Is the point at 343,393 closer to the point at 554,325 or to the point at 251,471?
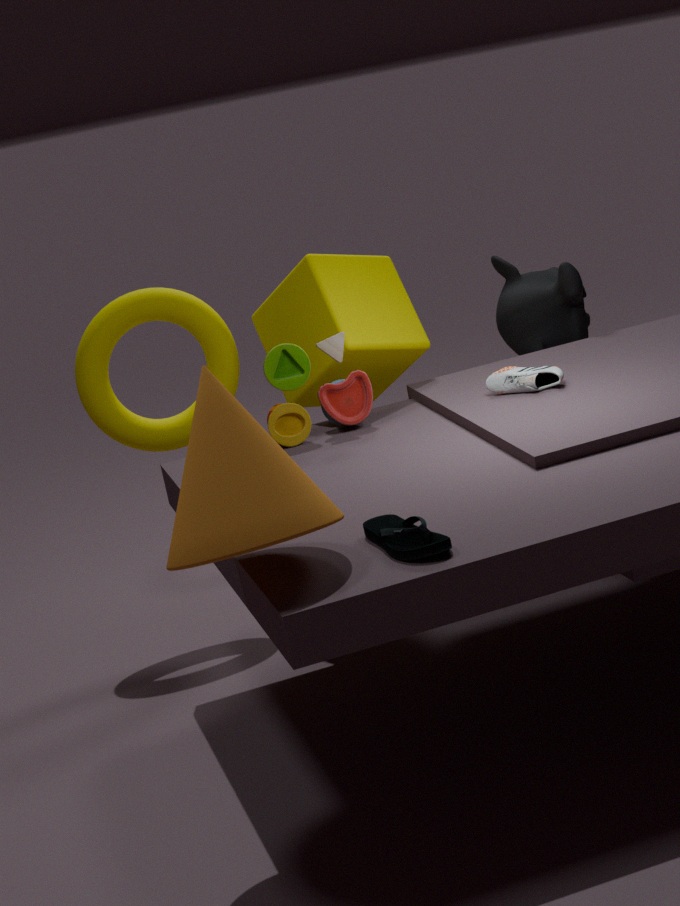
the point at 554,325
